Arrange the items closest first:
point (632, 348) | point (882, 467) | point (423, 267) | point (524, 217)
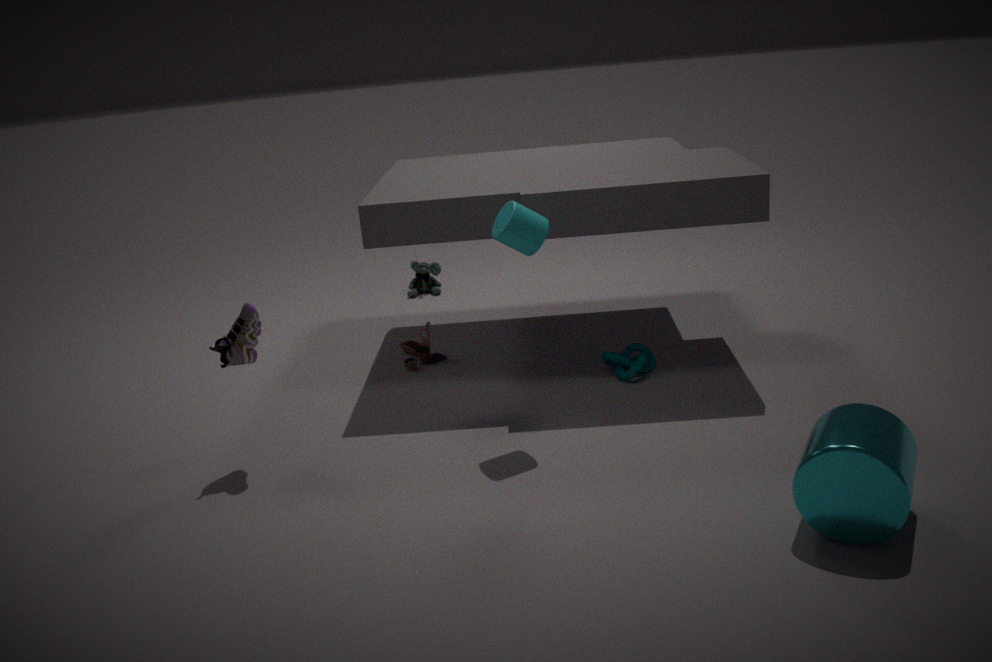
1. point (882, 467)
2. point (524, 217)
3. point (632, 348)
4. point (423, 267)
